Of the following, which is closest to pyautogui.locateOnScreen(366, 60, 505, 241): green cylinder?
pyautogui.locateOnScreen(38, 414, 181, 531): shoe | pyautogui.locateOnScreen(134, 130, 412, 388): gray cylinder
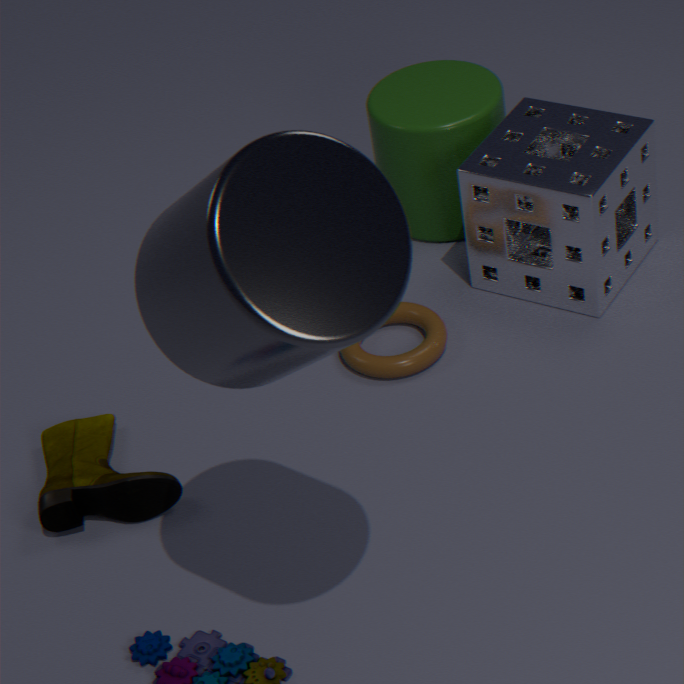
pyautogui.locateOnScreen(38, 414, 181, 531): shoe
